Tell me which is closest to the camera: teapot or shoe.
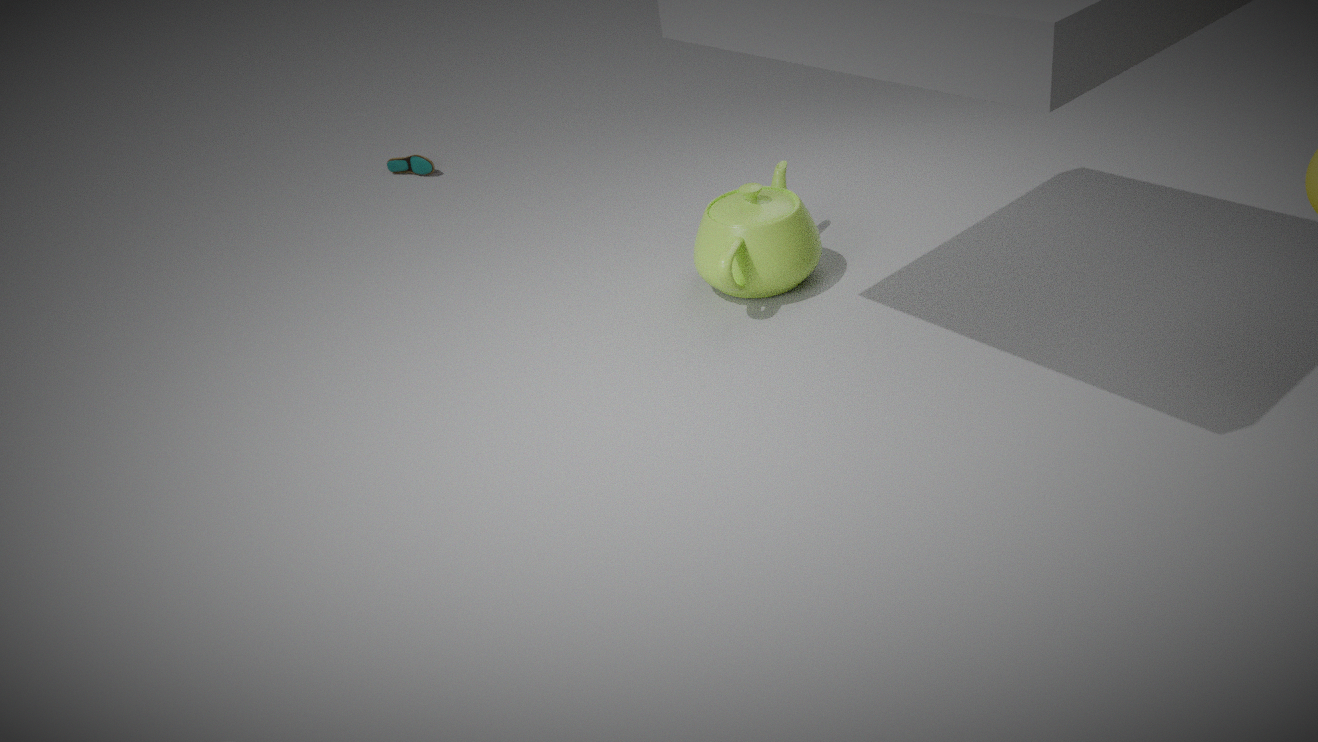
teapot
